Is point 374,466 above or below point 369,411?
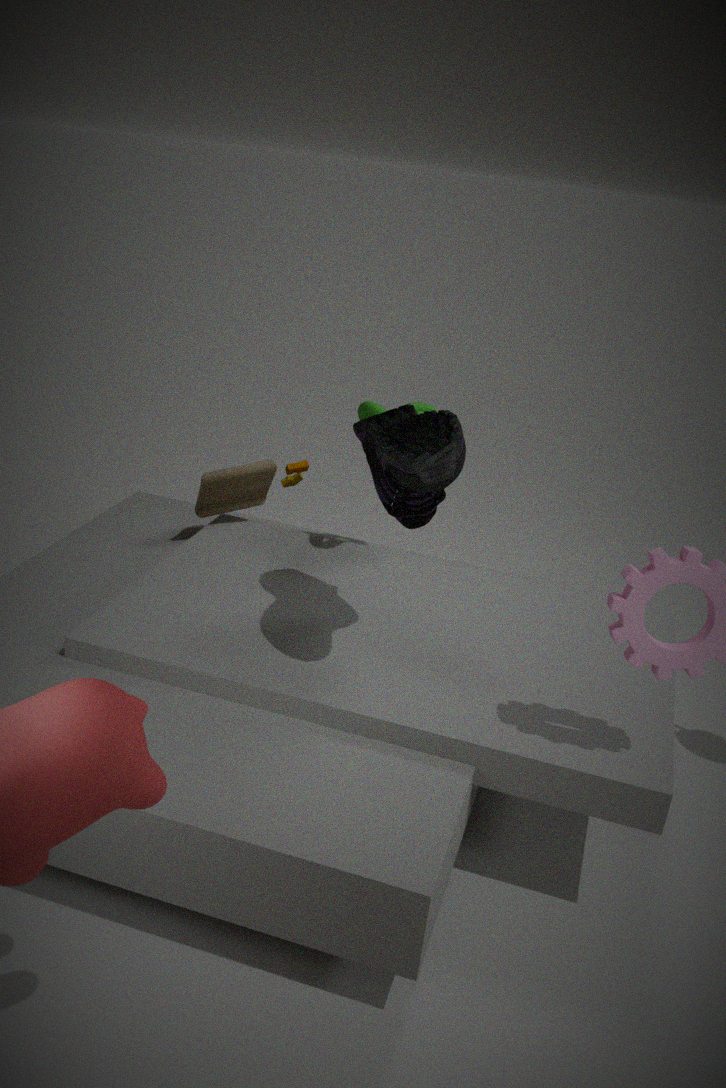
above
